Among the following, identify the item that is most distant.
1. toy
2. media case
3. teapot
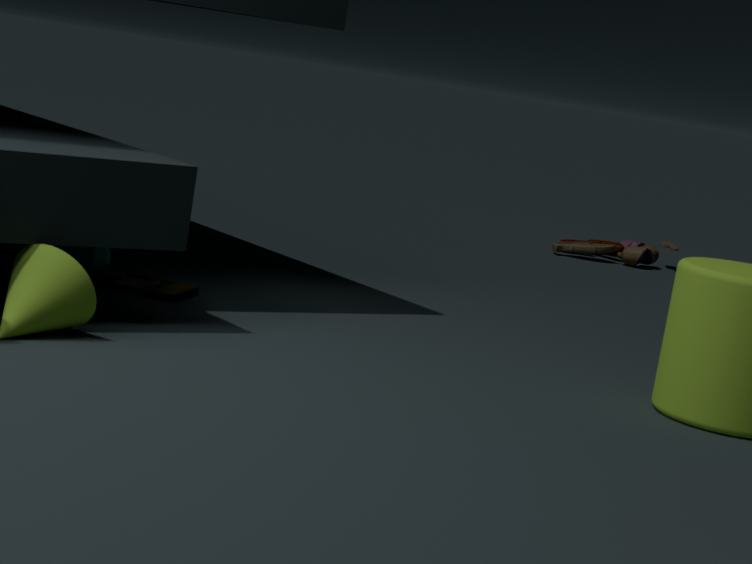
toy
